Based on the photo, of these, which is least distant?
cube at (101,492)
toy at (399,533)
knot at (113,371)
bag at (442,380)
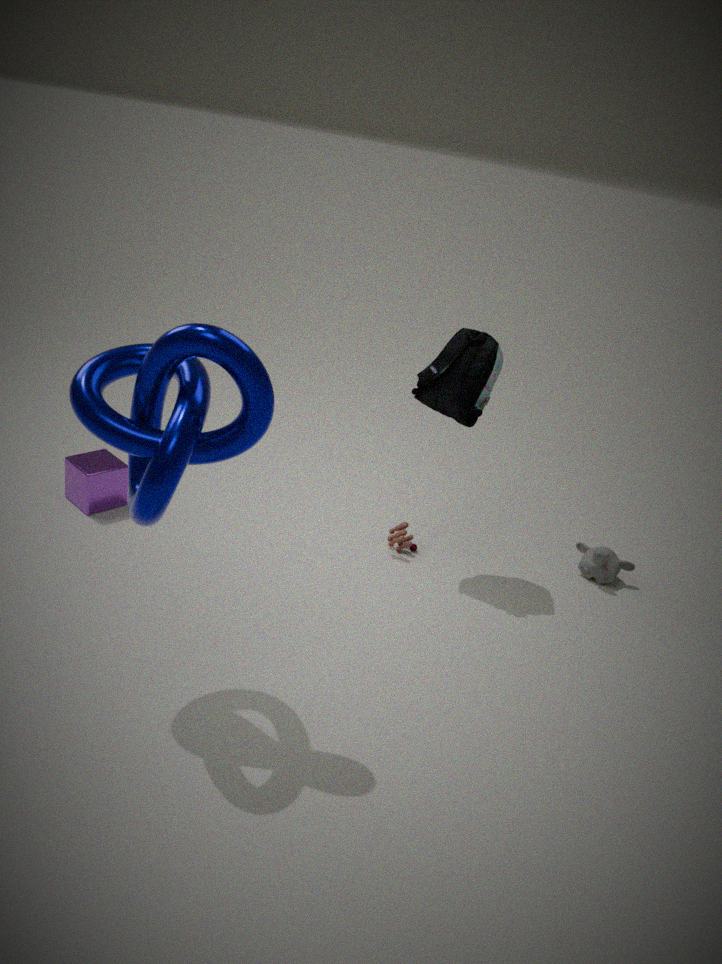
knot at (113,371)
